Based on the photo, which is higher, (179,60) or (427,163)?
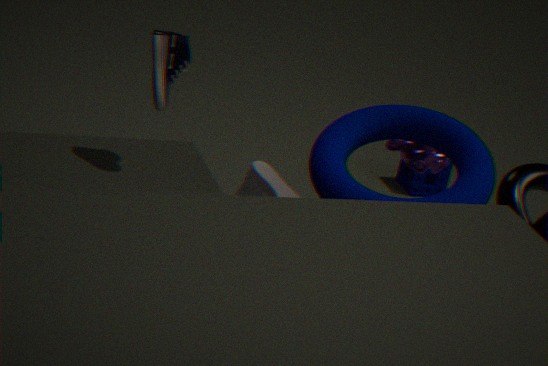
(179,60)
